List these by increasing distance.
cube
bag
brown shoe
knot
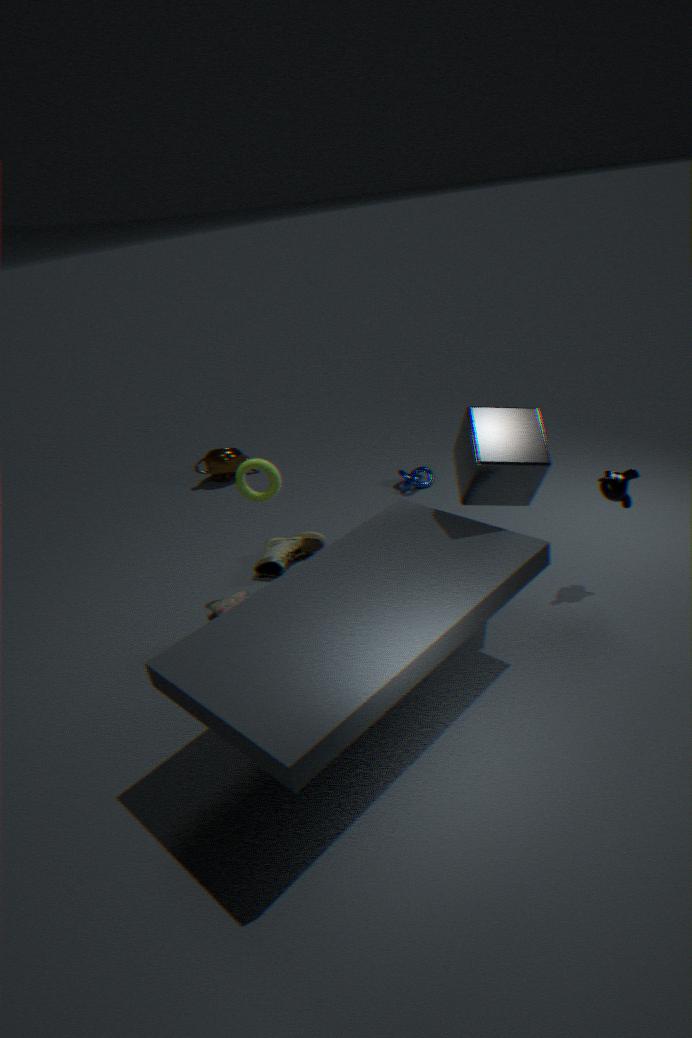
cube, bag, brown shoe, knot
